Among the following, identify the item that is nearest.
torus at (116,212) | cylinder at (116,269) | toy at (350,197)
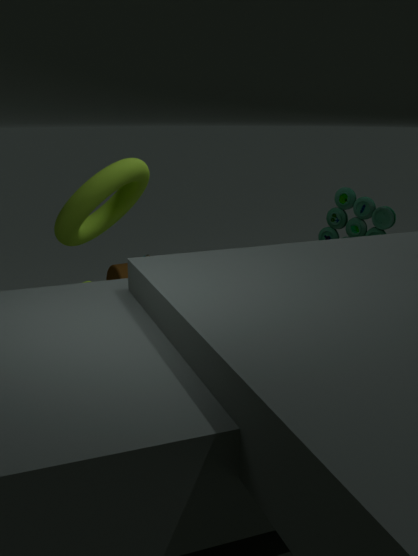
torus at (116,212)
